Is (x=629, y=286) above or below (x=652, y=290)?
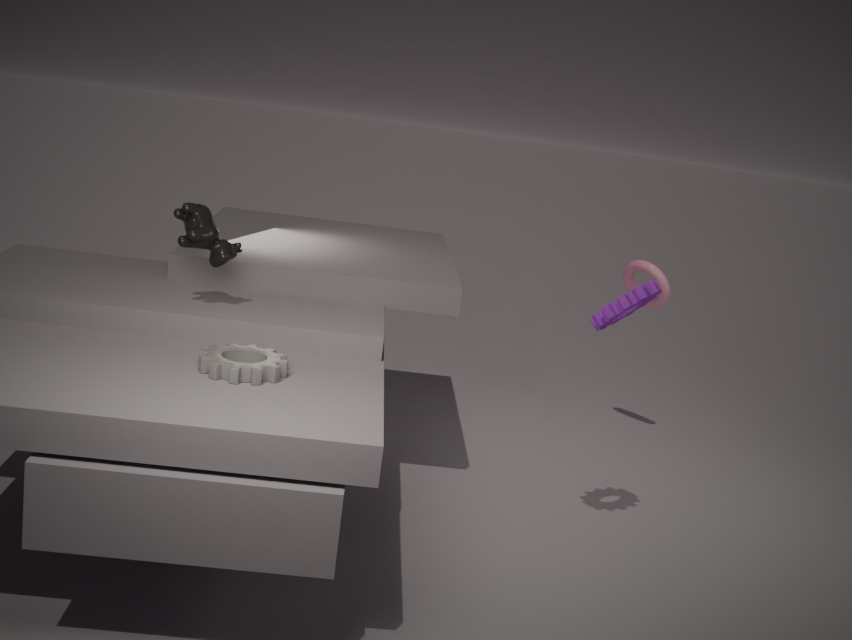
below
